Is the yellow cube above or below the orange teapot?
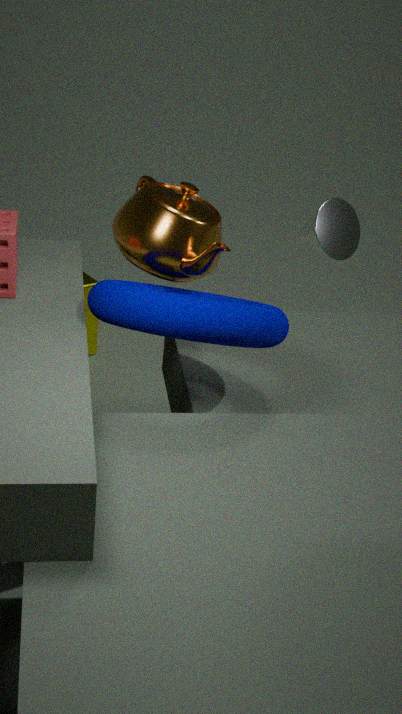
below
